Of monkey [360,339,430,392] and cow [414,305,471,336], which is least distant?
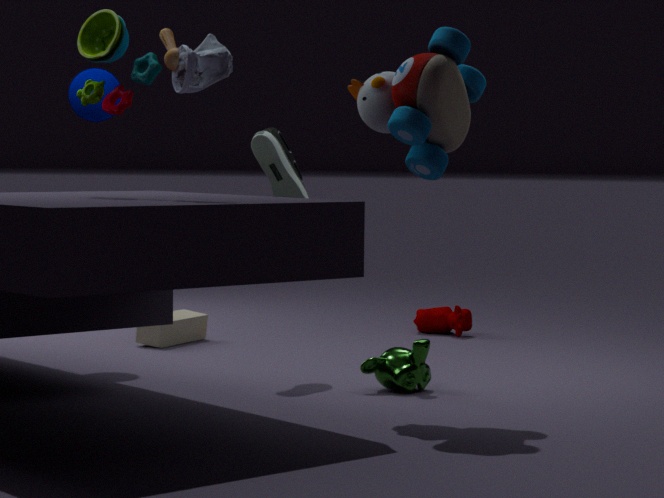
monkey [360,339,430,392]
